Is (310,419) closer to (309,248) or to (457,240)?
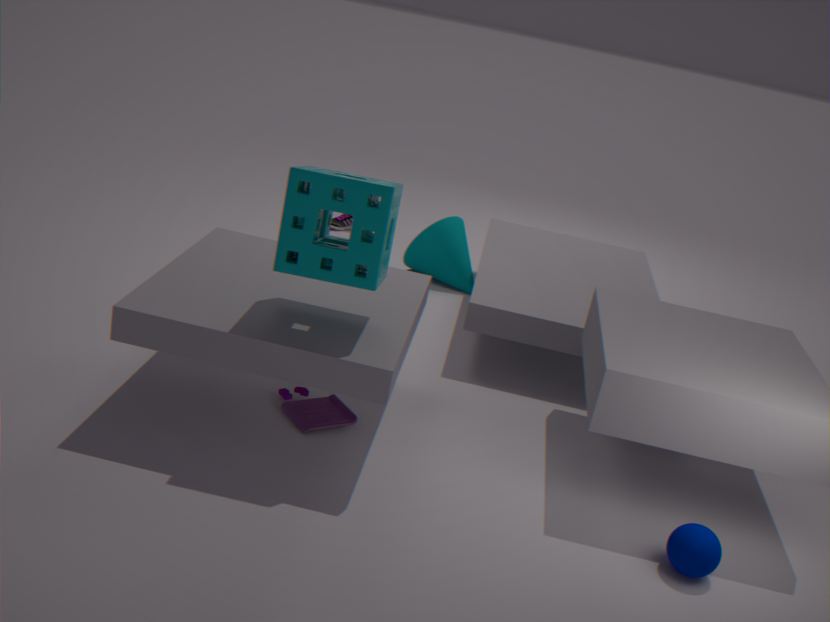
(309,248)
